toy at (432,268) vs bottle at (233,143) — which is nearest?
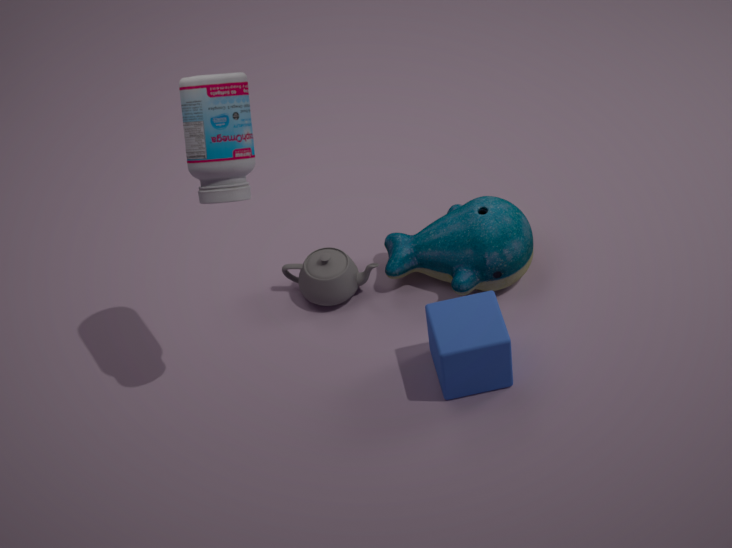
bottle at (233,143)
